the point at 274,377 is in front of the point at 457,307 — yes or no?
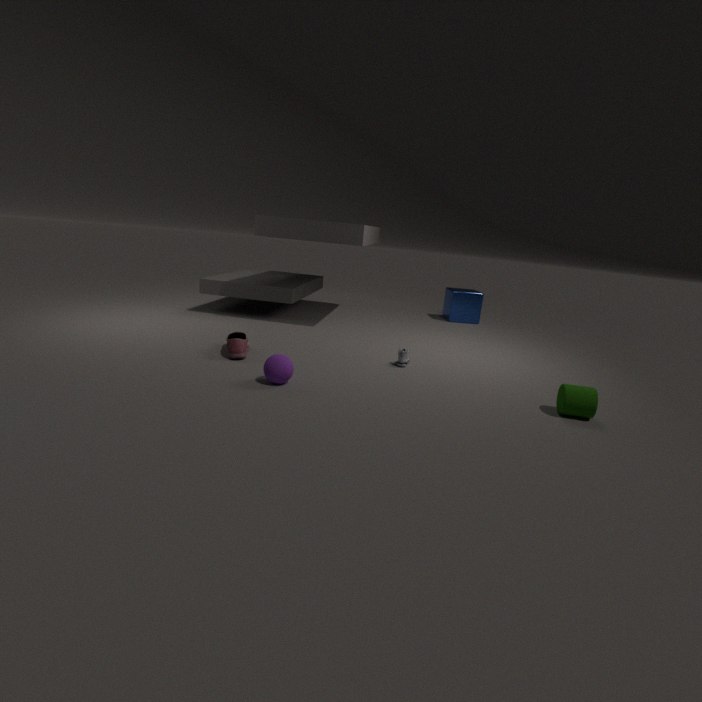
Yes
